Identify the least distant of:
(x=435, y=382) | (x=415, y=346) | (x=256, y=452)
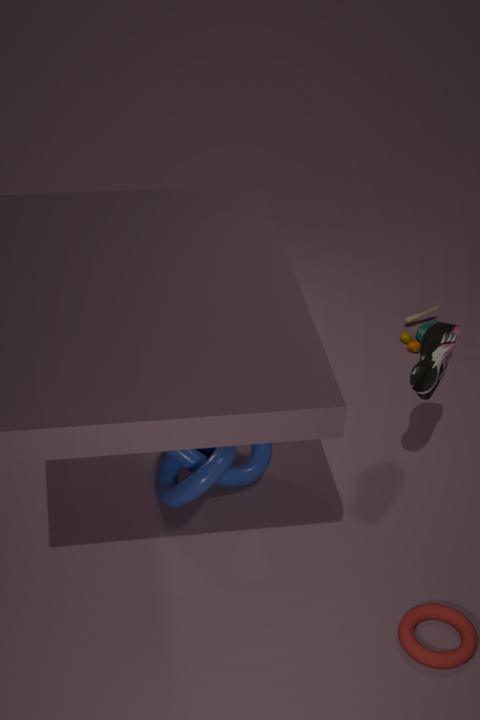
(x=435, y=382)
